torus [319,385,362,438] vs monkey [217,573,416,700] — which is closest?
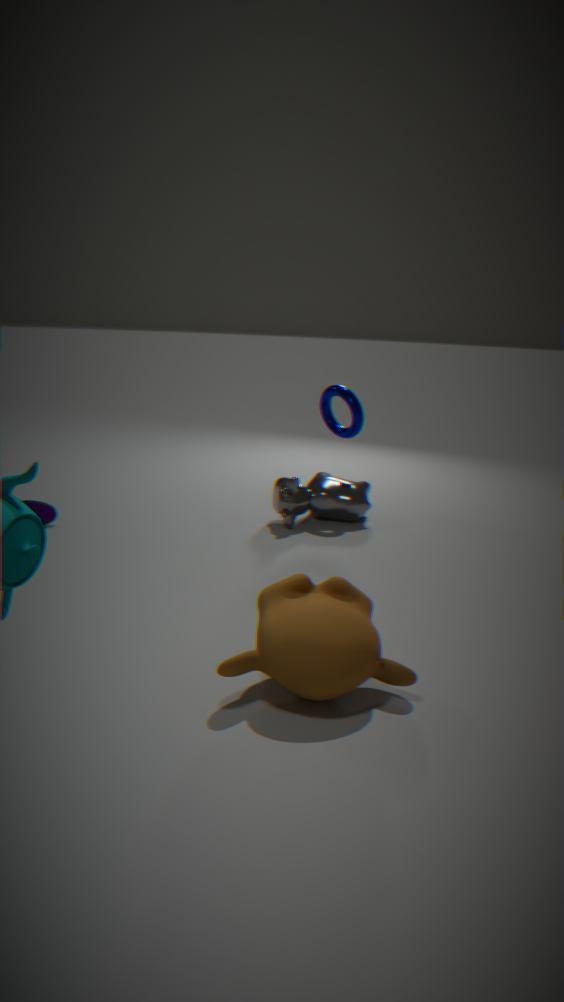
monkey [217,573,416,700]
